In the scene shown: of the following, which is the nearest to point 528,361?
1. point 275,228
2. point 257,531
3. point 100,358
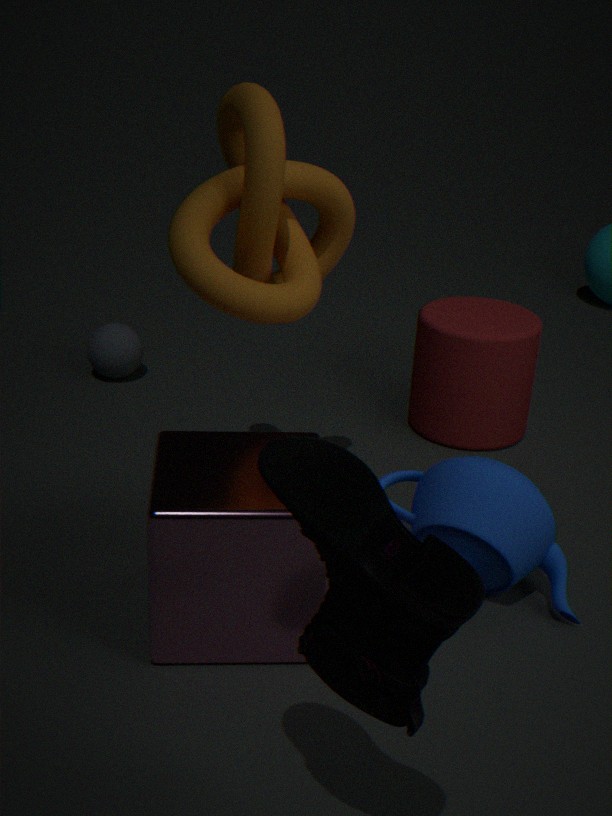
point 275,228
